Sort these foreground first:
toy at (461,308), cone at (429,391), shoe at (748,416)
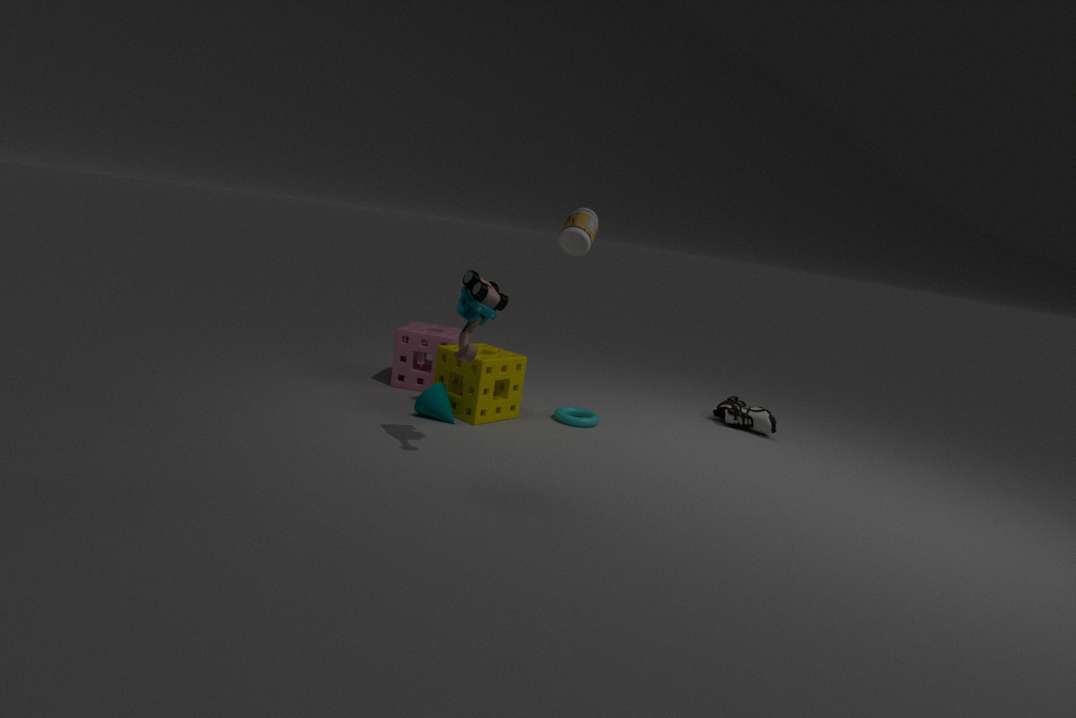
toy at (461,308), cone at (429,391), shoe at (748,416)
